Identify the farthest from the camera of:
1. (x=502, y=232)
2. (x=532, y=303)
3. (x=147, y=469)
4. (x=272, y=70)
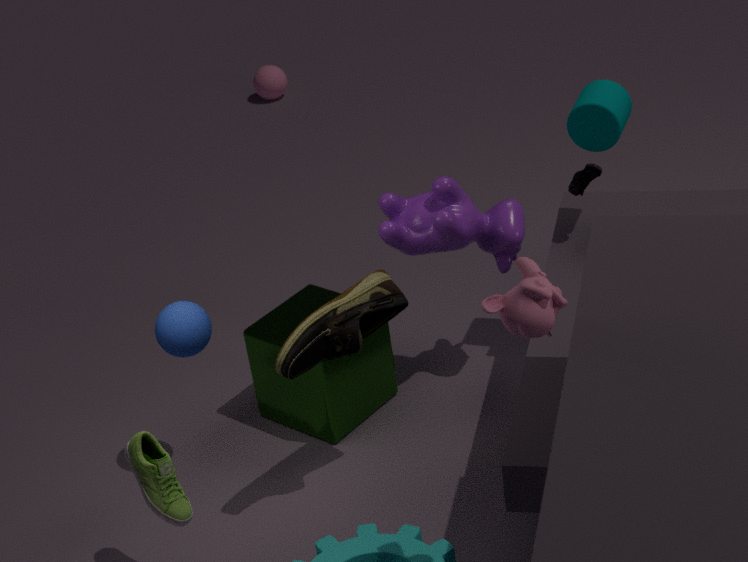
(x=272, y=70)
